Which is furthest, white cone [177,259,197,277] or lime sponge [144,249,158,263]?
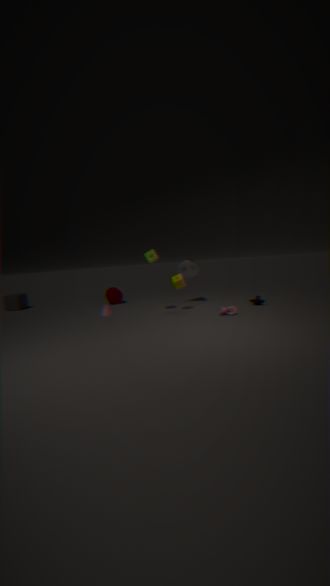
white cone [177,259,197,277]
